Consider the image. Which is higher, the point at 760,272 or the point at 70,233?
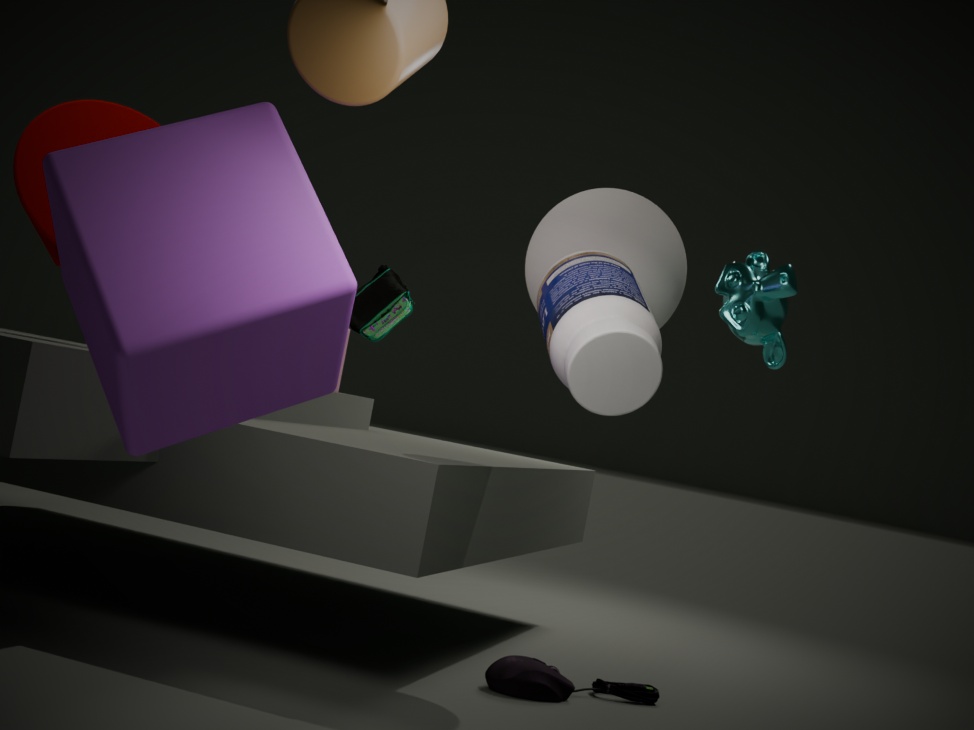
the point at 760,272
